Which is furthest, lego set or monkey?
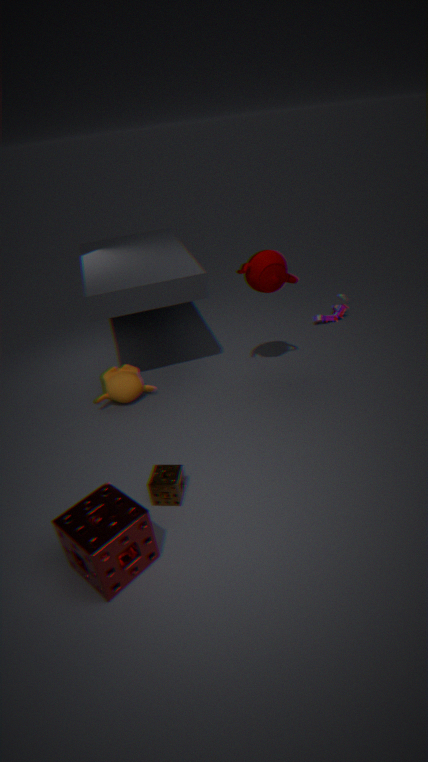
lego set
